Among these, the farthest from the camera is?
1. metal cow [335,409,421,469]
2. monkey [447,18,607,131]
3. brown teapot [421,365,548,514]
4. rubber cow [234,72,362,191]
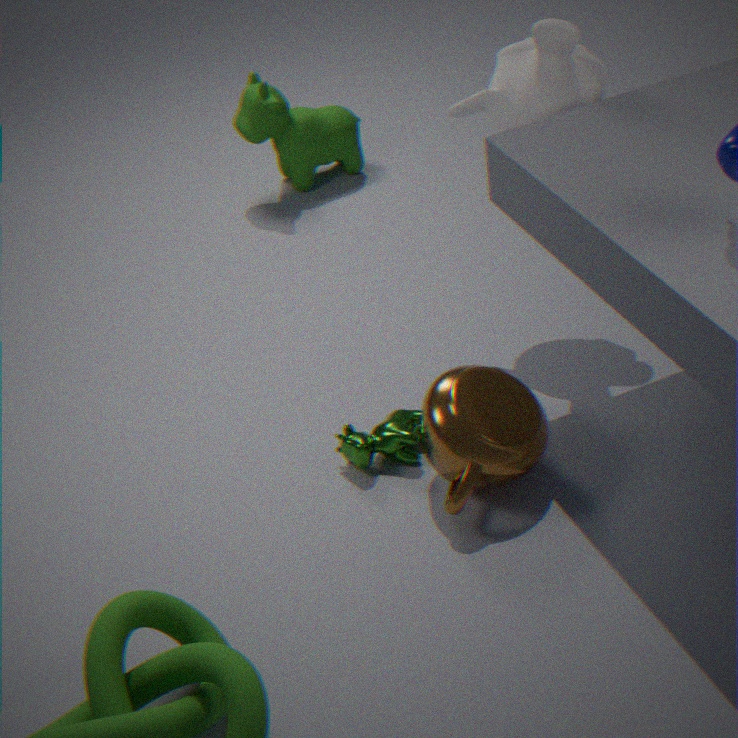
rubber cow [234,72,362,191]
